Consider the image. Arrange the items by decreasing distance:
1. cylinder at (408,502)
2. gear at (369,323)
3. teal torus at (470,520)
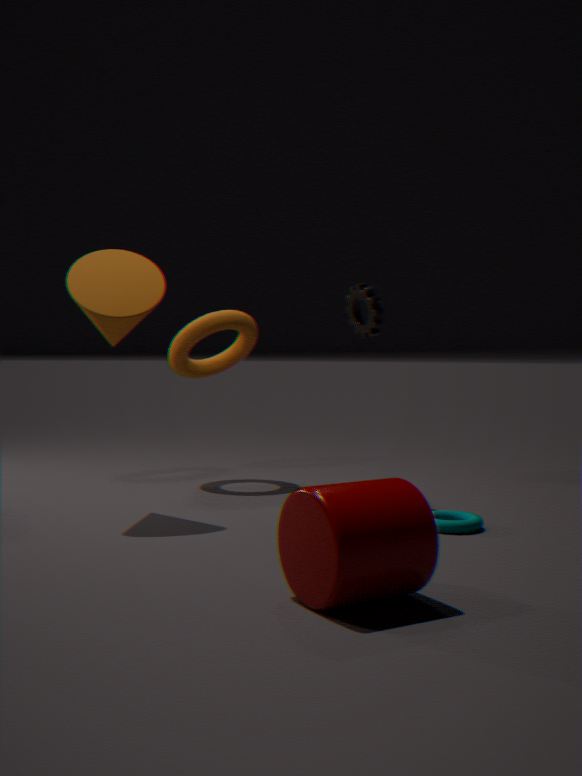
gear at (369,323) → teal torus at (470,520) → cylinder at (408,502)
